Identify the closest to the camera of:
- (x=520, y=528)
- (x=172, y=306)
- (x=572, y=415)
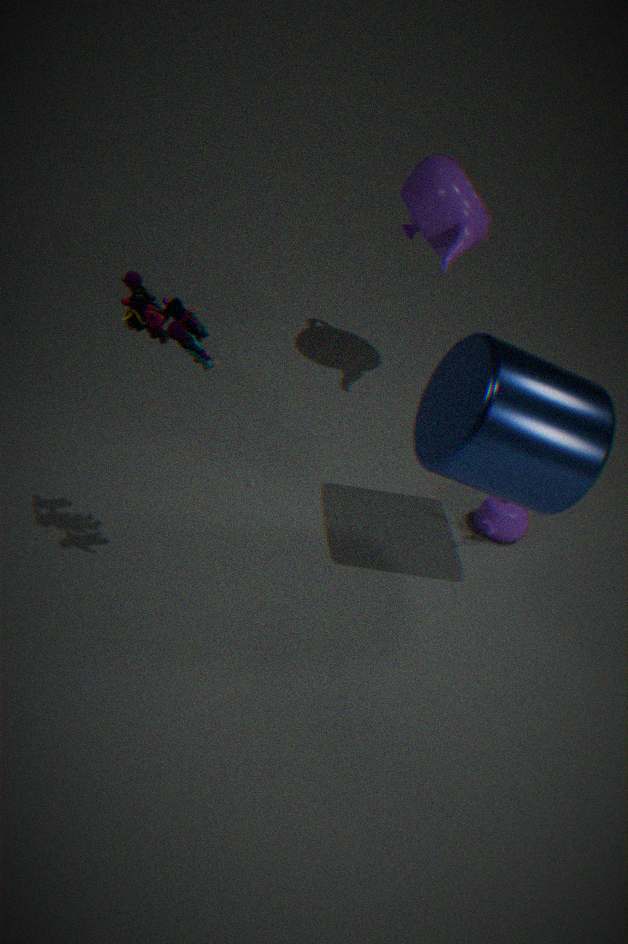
(x=172, y=306)
